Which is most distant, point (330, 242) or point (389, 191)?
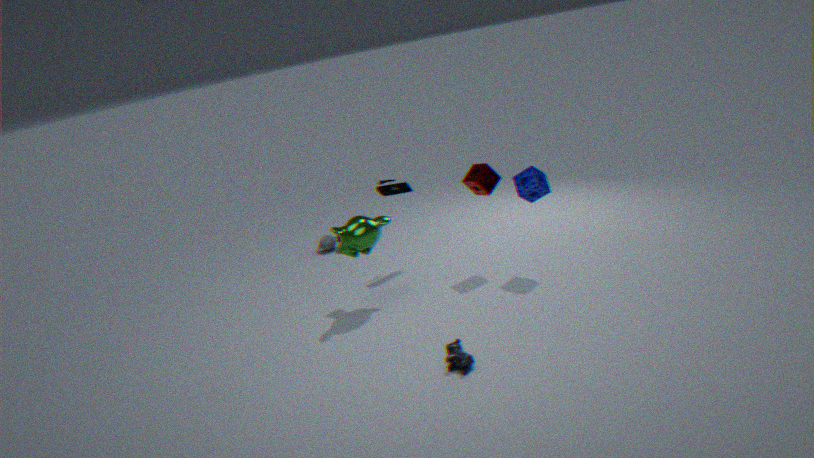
point (330, 242)
